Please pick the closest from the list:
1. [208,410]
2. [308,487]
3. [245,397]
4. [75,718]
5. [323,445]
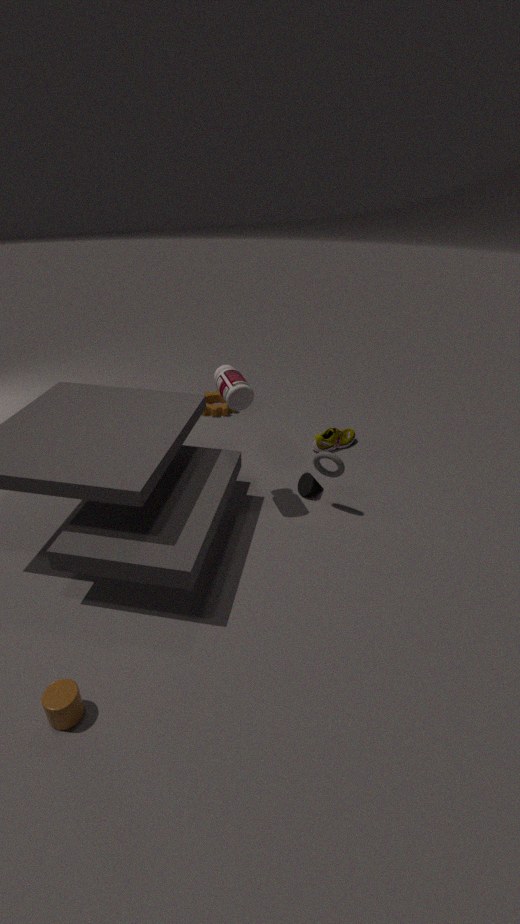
[75,718]
